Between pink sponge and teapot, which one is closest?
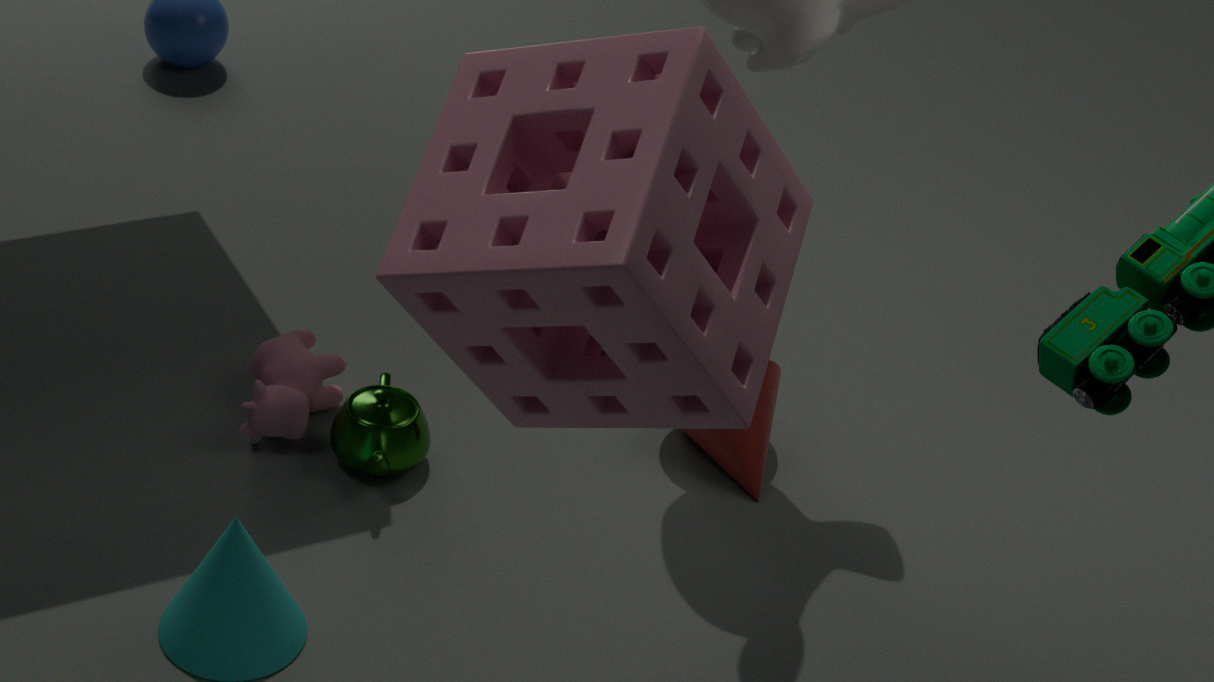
pink sponge
